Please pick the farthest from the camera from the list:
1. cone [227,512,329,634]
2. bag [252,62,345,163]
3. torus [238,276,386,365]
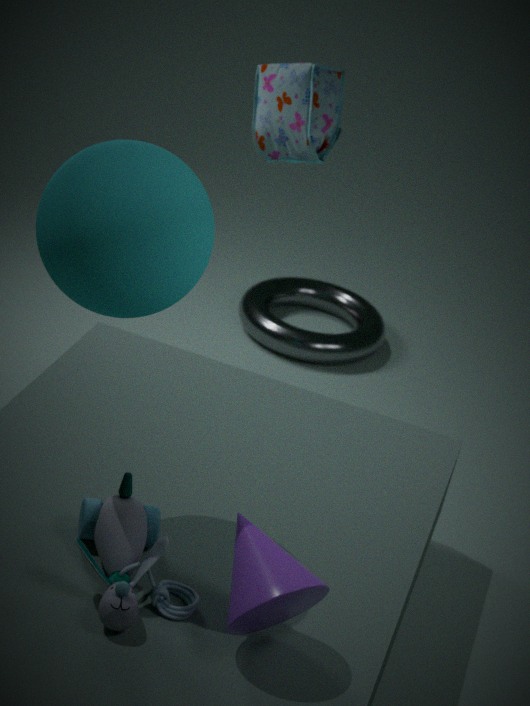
torus [238,276,386,365]
